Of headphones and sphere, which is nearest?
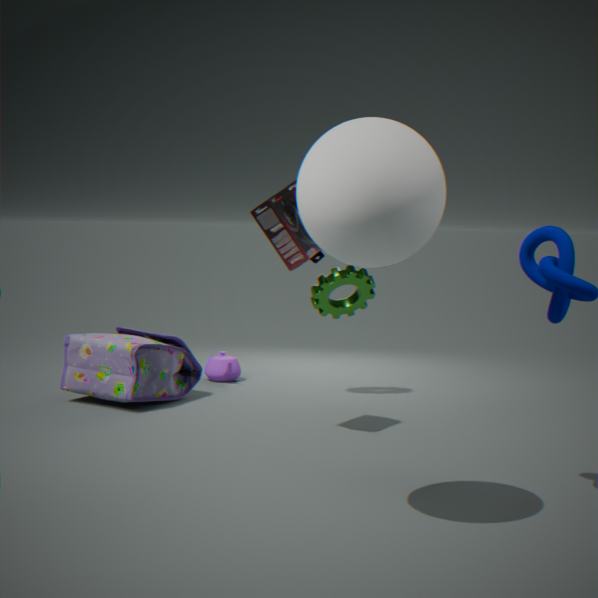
sphere
